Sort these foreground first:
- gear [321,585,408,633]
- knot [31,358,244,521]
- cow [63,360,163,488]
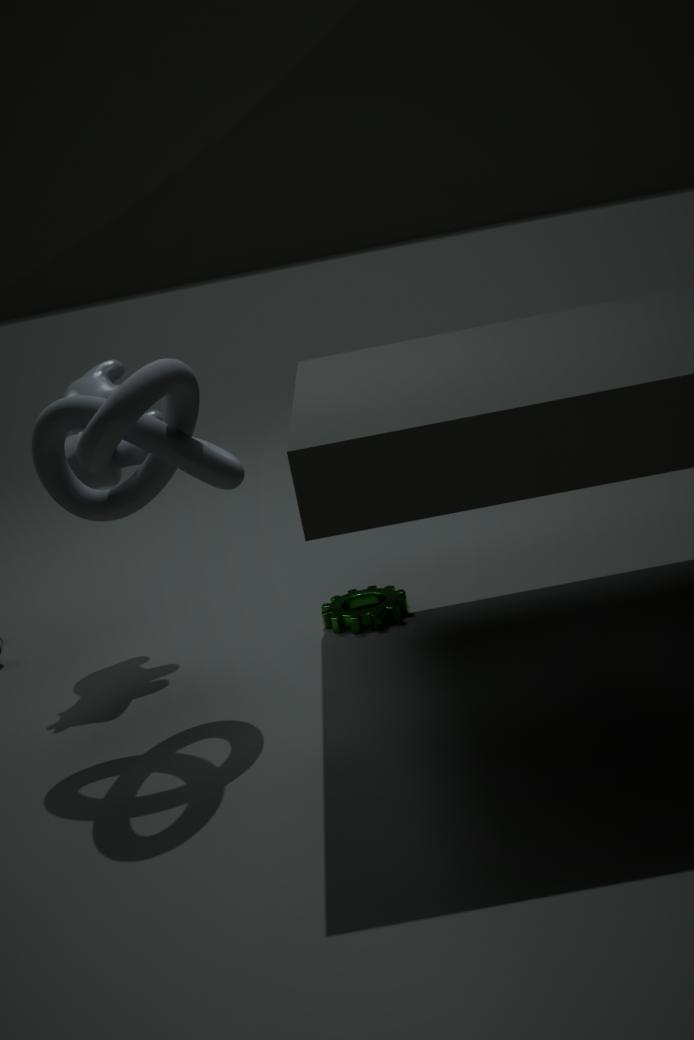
1. knot [31,358,244,521]
2. cow [63,360,163,488]
3. gear [321,585,408,633]
